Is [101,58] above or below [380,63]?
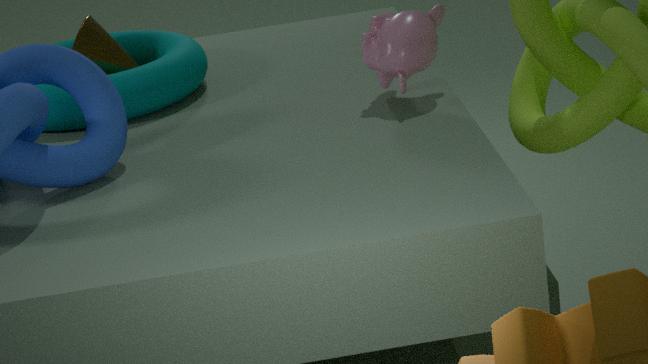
below
